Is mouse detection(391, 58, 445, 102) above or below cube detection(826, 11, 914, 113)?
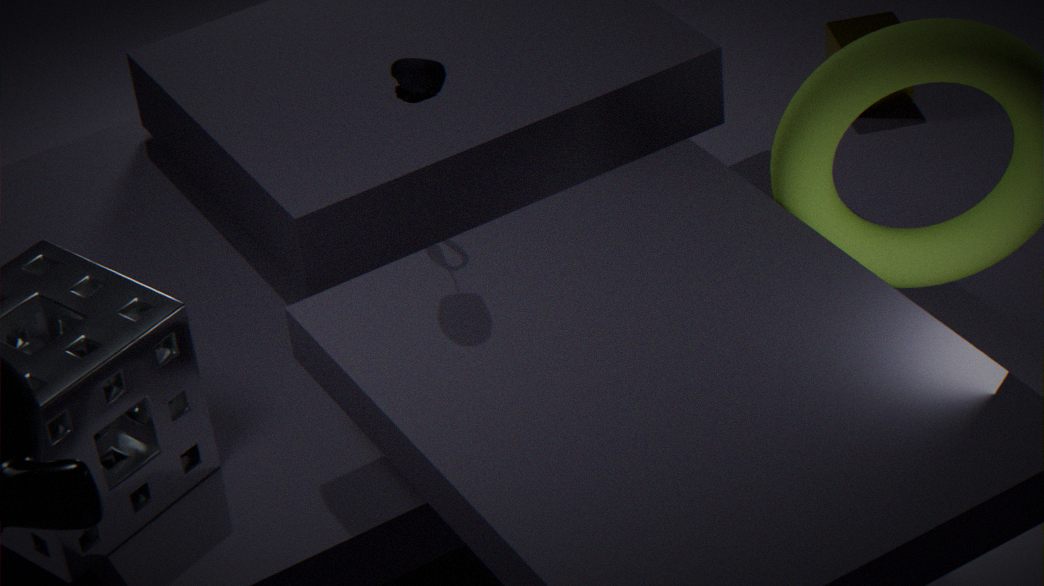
above
